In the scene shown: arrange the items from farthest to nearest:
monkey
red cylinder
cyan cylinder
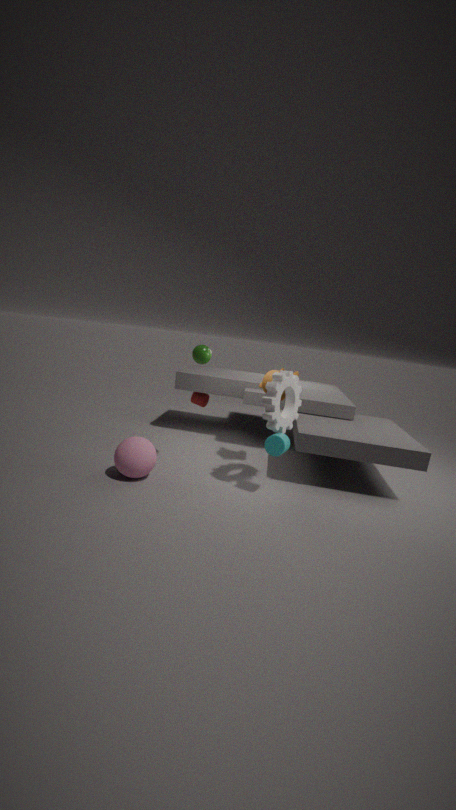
red cylinder < monkey < cyan cylinder
